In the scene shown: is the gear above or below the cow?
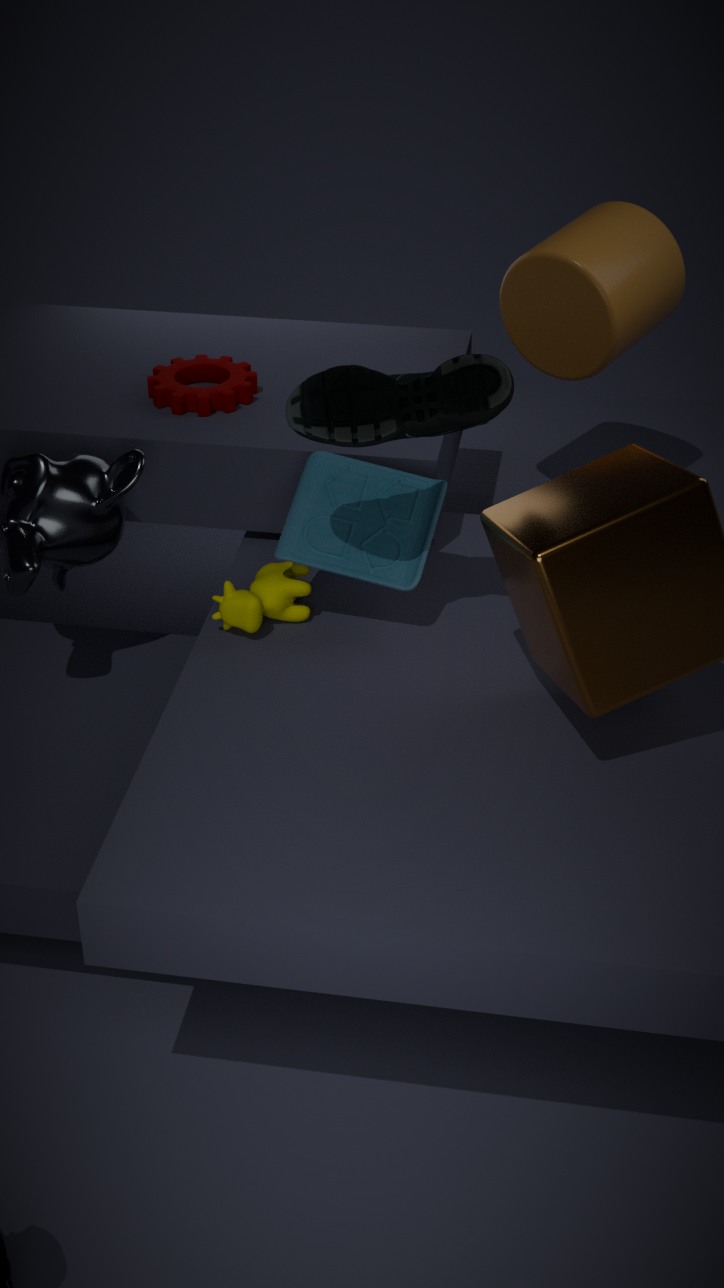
above
